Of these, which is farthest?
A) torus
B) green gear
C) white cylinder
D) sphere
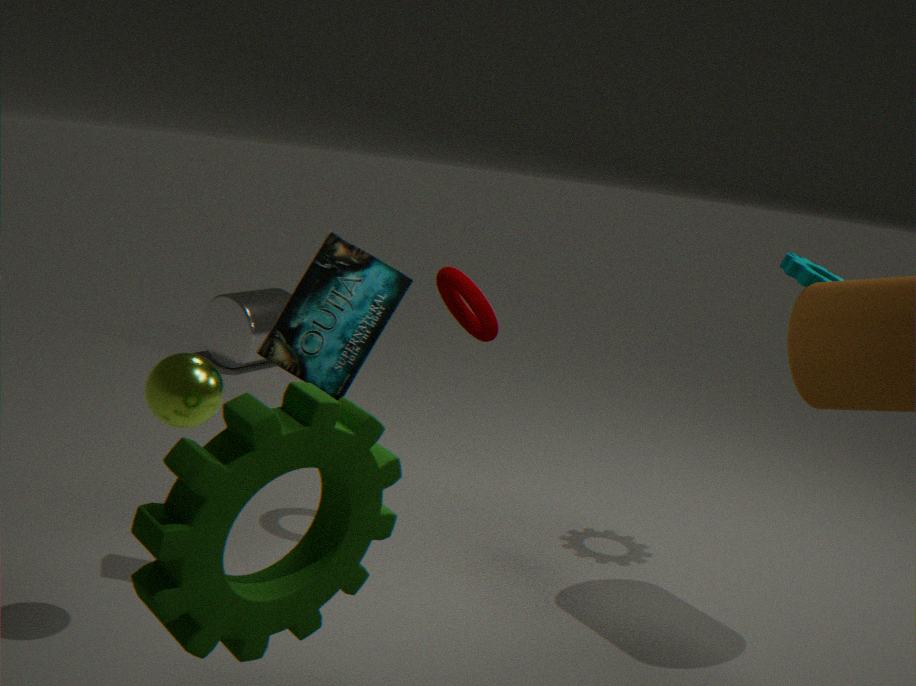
white cylinder
